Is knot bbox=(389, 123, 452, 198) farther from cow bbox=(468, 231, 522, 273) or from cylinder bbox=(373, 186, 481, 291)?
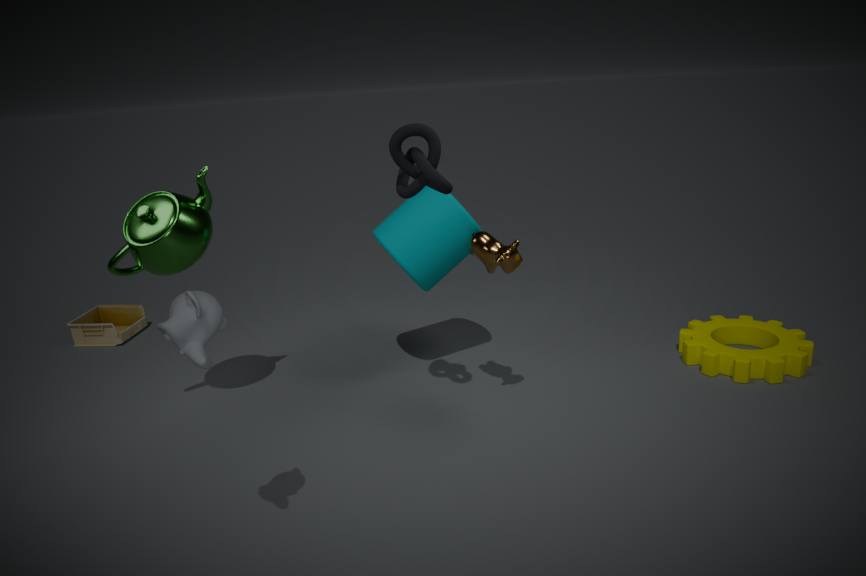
cylinder bbox=(373, 186, 481, 291)
